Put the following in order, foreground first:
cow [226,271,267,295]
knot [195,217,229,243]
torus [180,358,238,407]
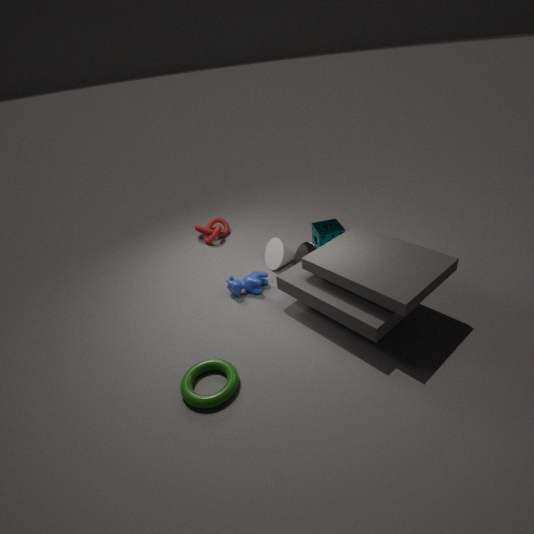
torus [180,358,238,407], cow [226,271,267,295], knot [195,217,229,243]
